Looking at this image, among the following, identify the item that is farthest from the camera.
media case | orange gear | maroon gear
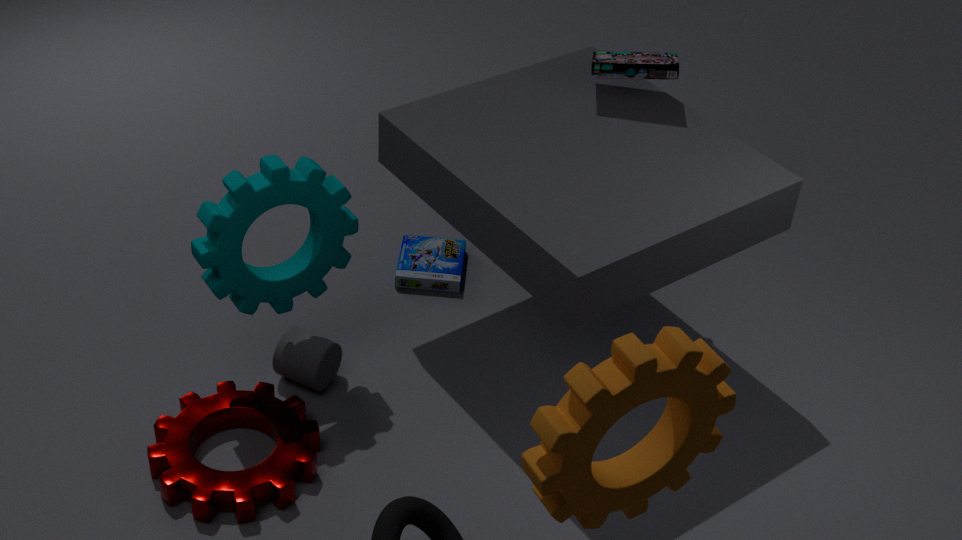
media case
